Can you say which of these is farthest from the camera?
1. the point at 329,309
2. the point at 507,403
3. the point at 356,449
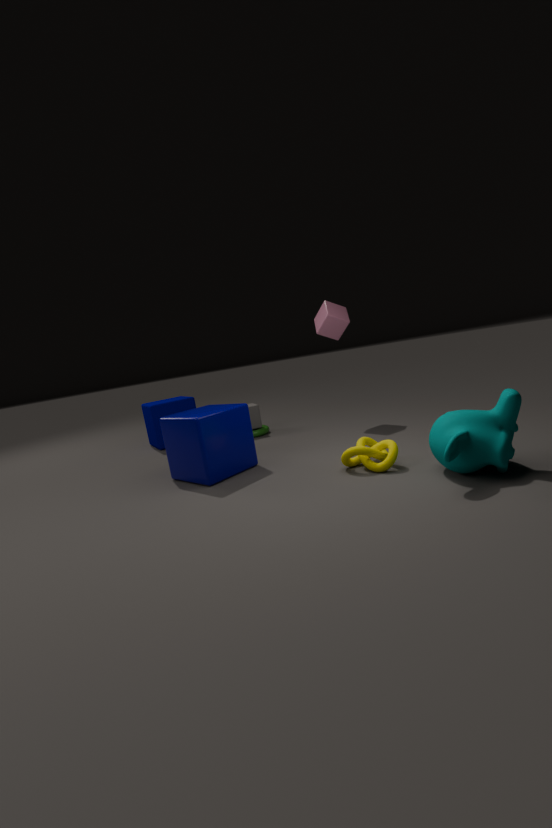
the point at 329,309
